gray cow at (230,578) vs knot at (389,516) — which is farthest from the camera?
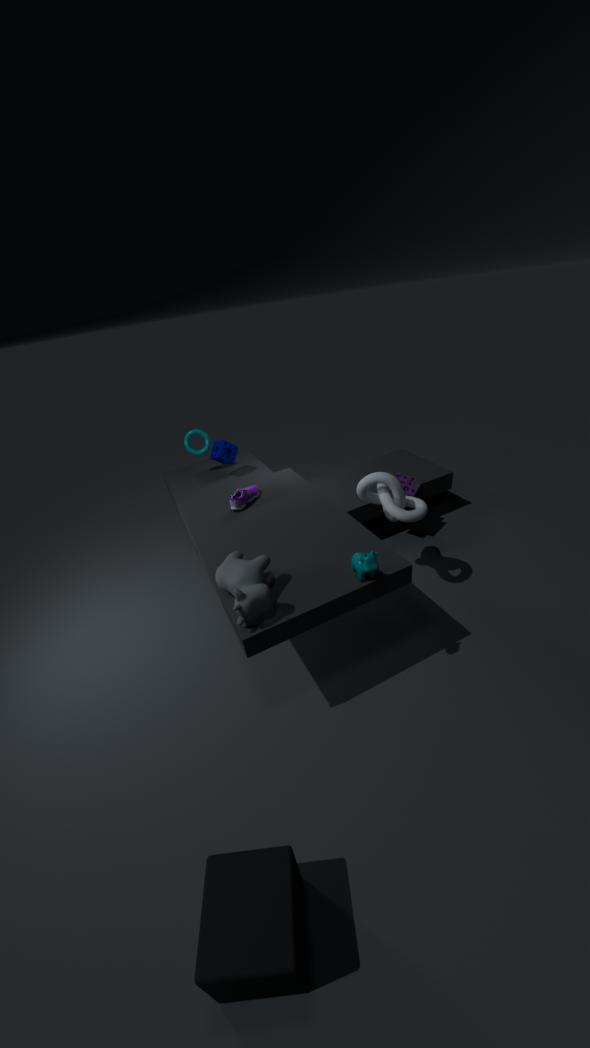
knot at (389,516)
